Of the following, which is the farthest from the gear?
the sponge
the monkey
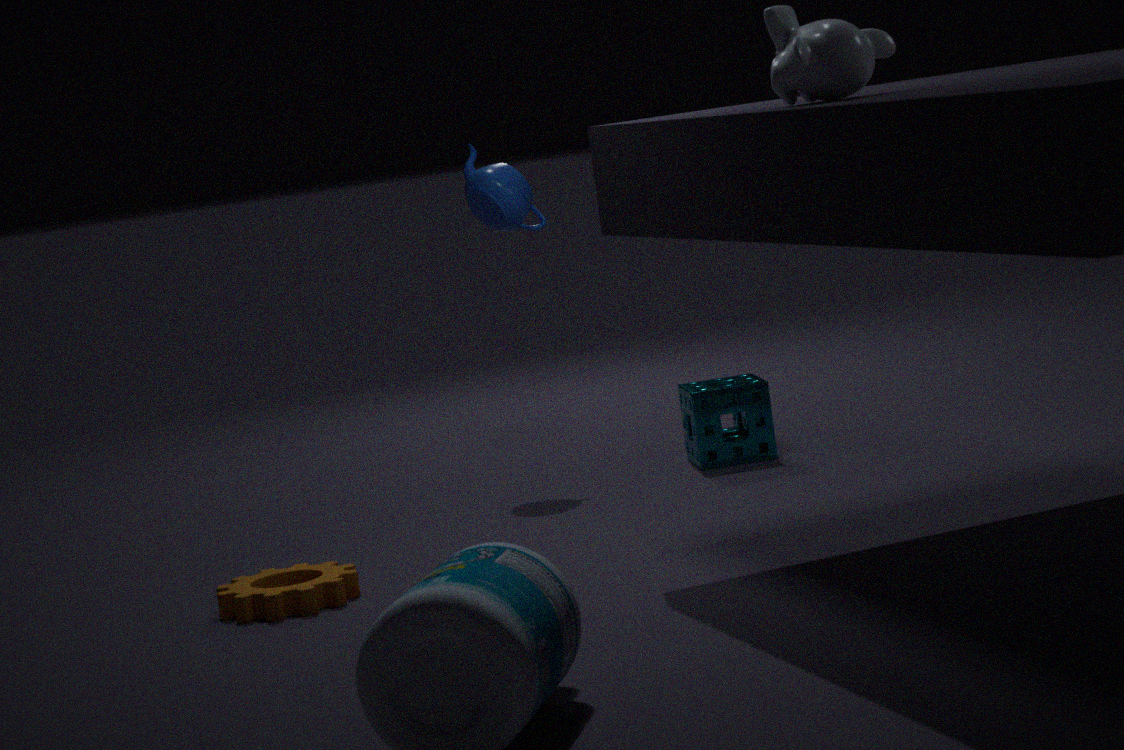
the monkey
